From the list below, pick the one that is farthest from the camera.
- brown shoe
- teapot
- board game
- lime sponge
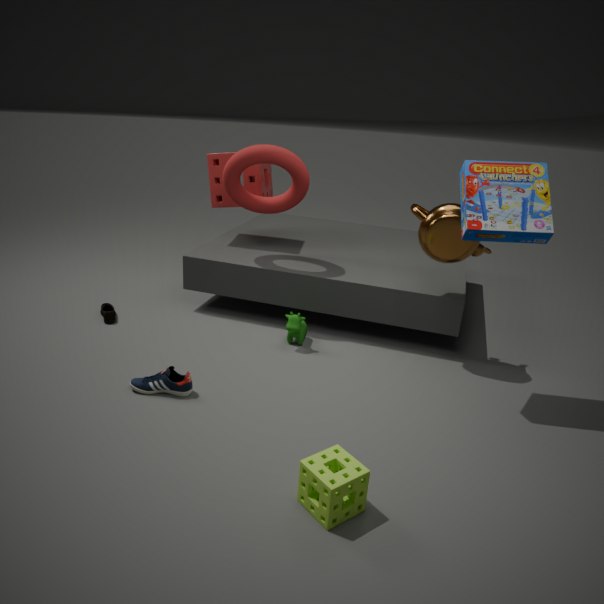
brown shoe
